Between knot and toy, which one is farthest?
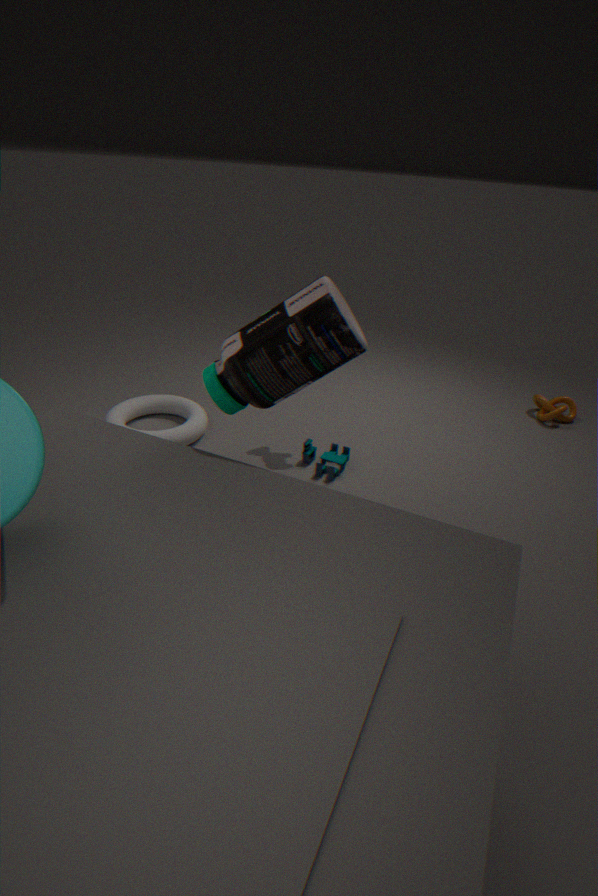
knot
